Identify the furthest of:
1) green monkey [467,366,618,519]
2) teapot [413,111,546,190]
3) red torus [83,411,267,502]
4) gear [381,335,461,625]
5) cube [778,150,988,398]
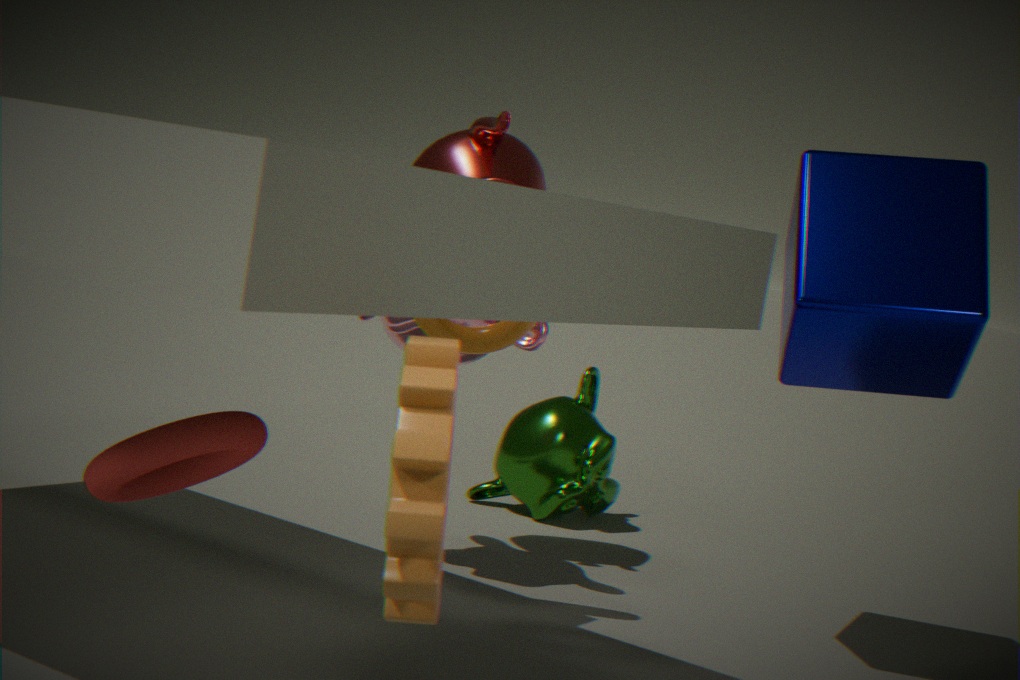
1. green monkey [467,366,618,519]
